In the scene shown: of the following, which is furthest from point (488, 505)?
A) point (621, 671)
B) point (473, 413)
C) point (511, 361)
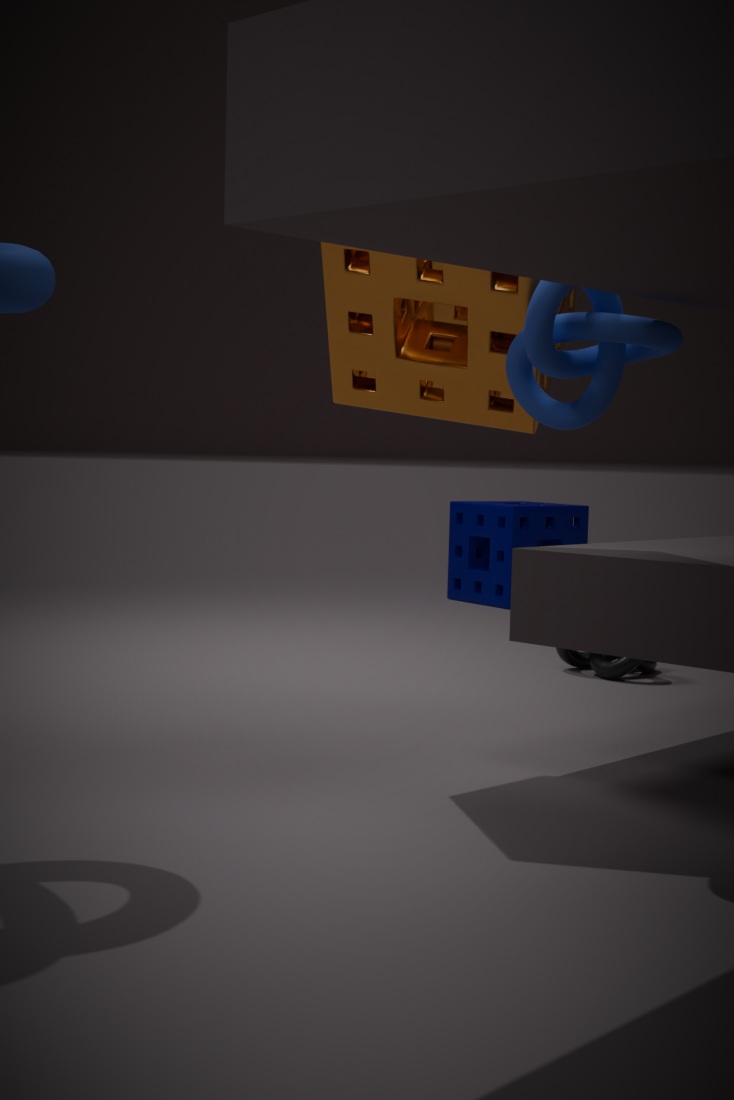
point (511, 361)
